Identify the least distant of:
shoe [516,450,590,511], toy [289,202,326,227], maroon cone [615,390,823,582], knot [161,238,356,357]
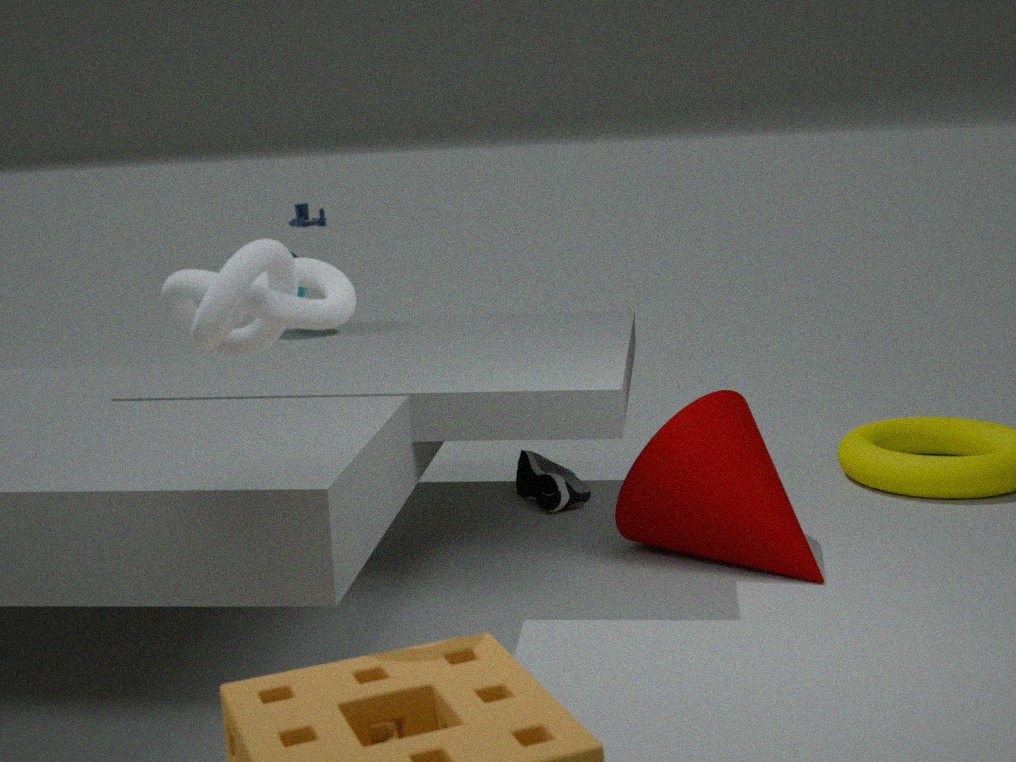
knot [161,238,356,357]
